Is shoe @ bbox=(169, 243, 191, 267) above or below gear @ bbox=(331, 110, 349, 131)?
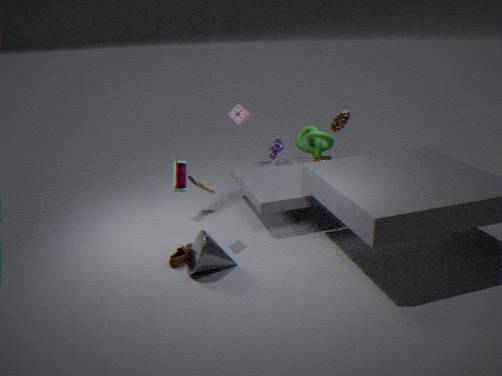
below
